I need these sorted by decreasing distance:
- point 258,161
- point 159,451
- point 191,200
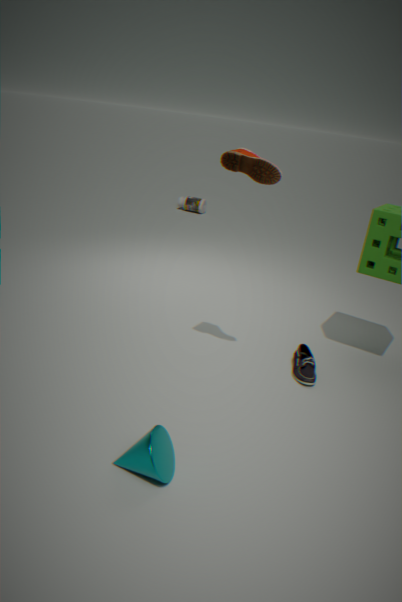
point 191,200, point 258,161, point 159,451
